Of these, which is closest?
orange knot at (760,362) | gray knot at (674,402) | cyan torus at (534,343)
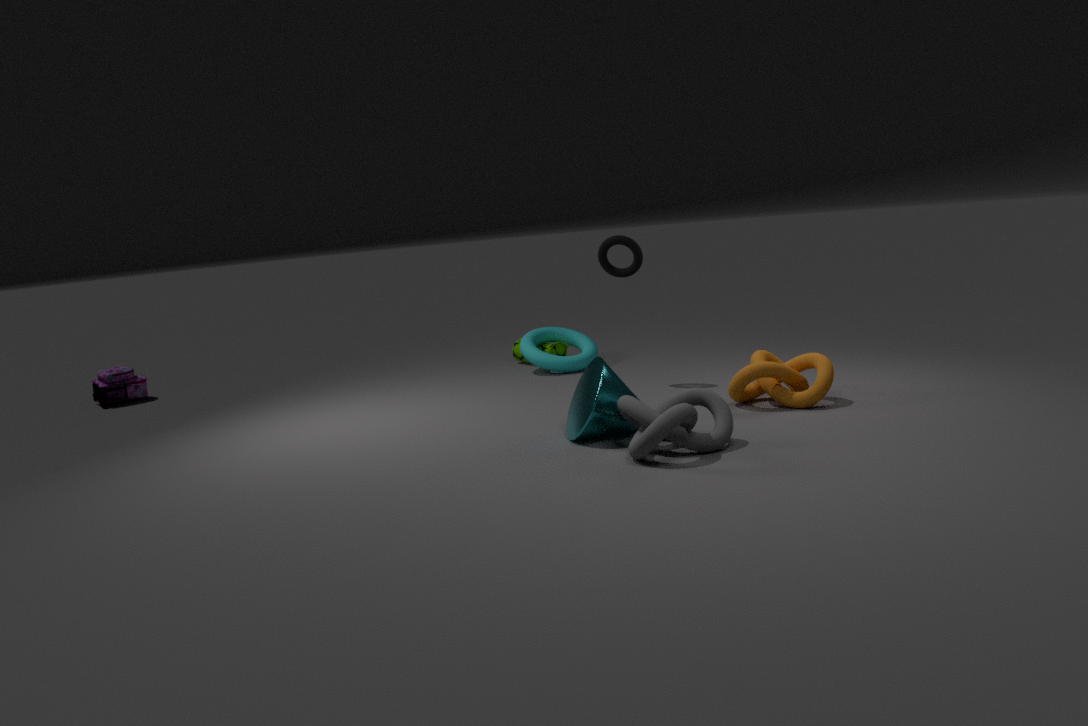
gray knot at (674,402)
